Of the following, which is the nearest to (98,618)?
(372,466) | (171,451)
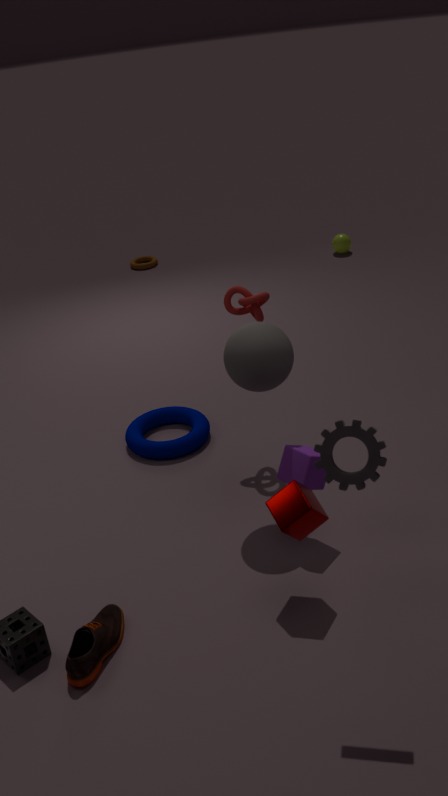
(372,466)
